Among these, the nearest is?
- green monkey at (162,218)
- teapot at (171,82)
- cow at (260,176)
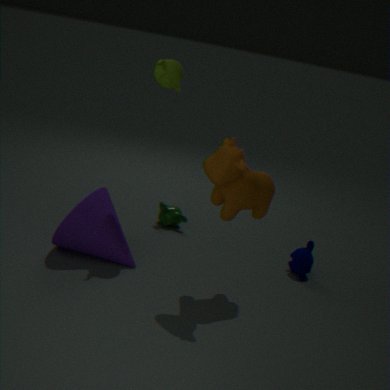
cow at (260,176)
